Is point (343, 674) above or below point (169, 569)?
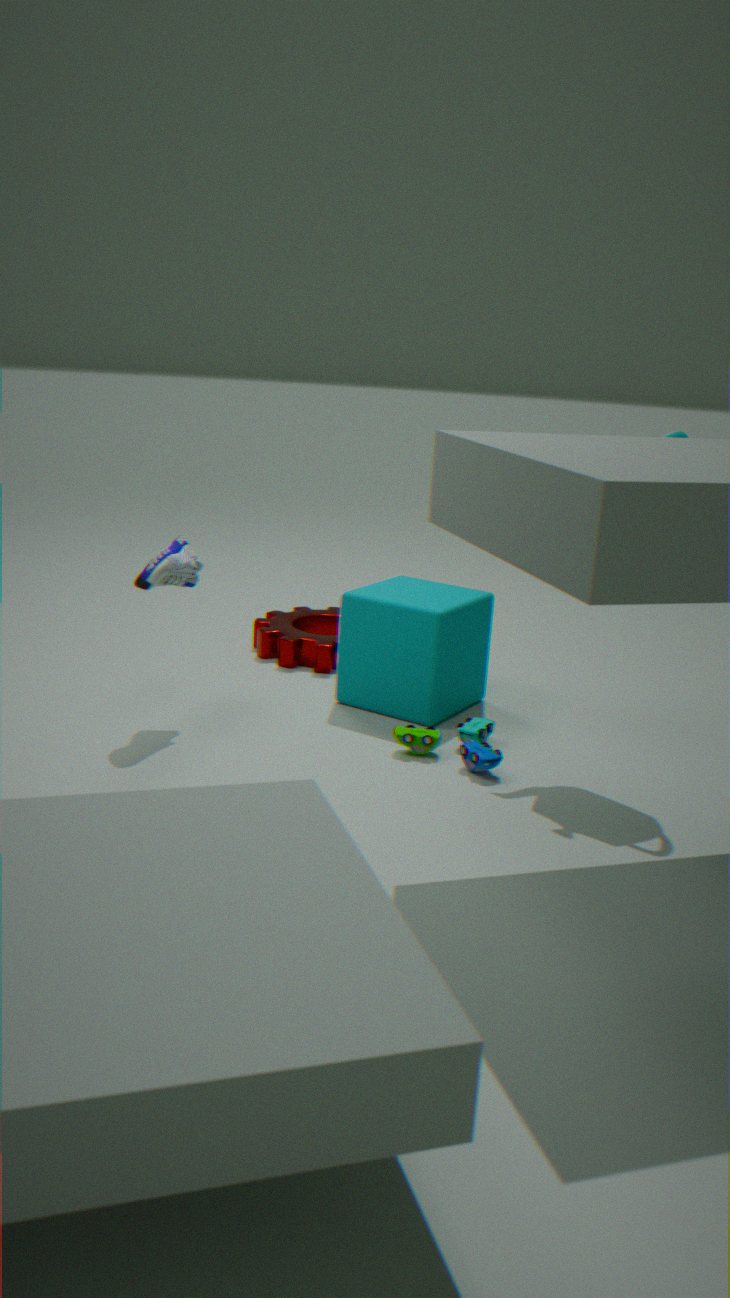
below
